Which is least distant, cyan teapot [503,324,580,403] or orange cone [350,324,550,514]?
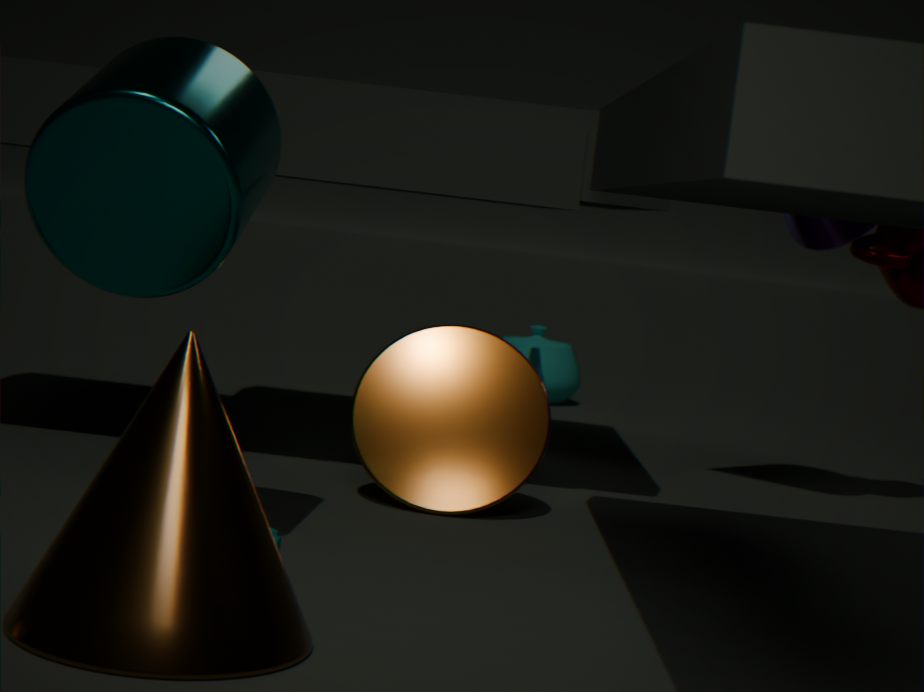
orange cone [350,324,550,514]
